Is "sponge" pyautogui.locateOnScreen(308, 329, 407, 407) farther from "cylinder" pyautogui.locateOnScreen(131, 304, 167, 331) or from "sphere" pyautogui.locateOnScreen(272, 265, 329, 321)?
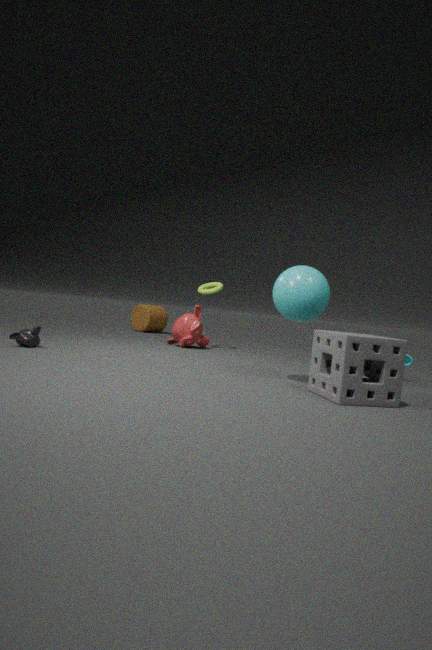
"cylinder" pyautogui.locateOnScreen(131, 304, 167, 331)
